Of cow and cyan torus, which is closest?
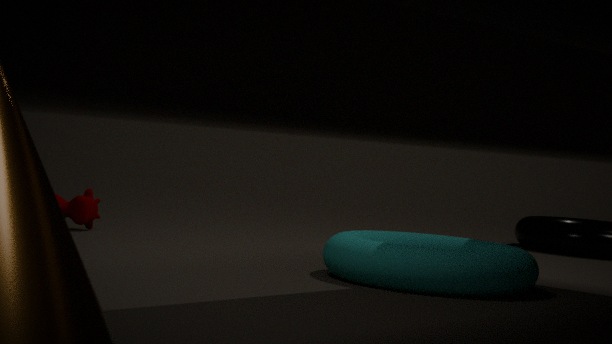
cyan torus
